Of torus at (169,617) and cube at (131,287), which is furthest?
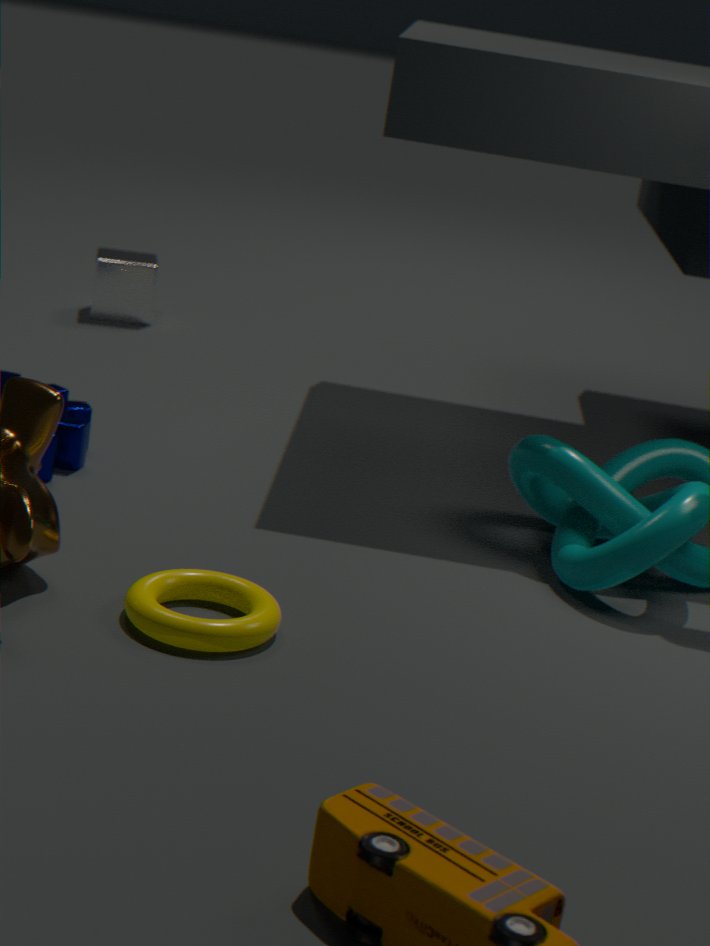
cube at (131,287)
